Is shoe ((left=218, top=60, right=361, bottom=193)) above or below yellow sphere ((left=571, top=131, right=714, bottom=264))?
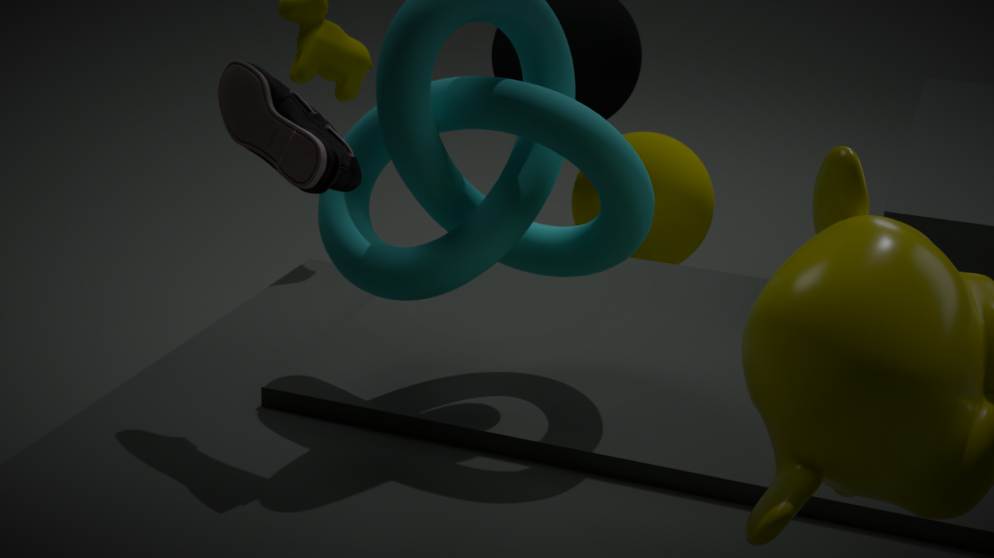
above
